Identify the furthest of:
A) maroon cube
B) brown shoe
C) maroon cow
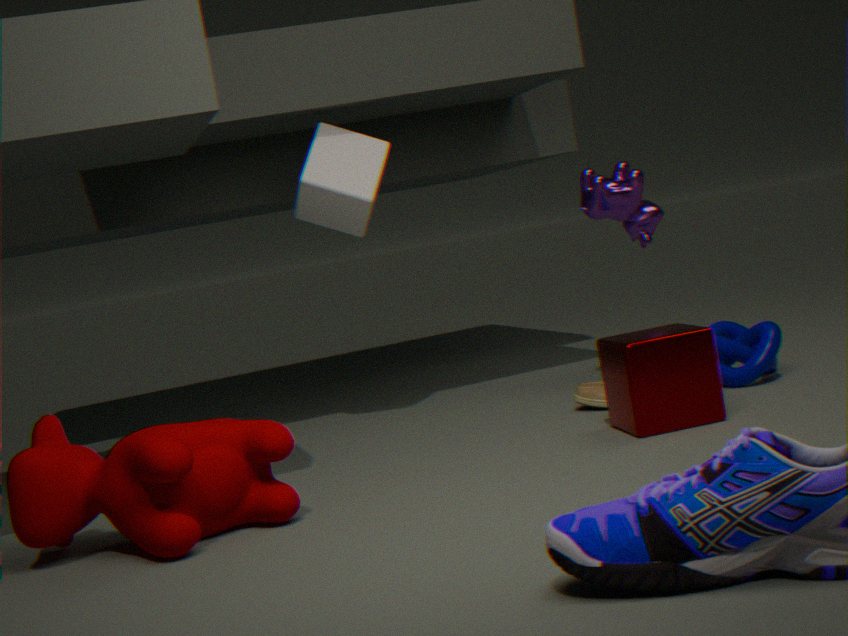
B. brown shoe
